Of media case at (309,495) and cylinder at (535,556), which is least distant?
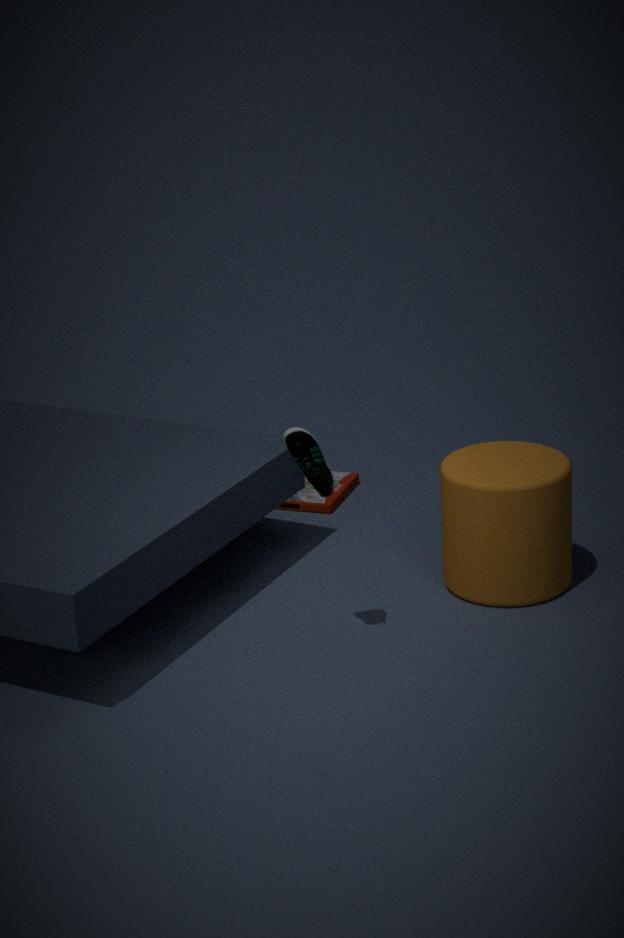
cylinder at (535,556)
